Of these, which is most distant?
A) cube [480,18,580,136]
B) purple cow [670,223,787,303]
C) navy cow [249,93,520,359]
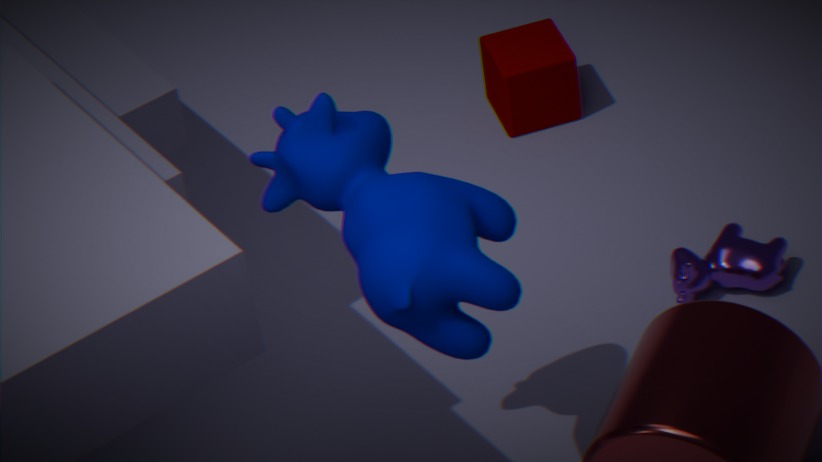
cube [480,18,580,136]
